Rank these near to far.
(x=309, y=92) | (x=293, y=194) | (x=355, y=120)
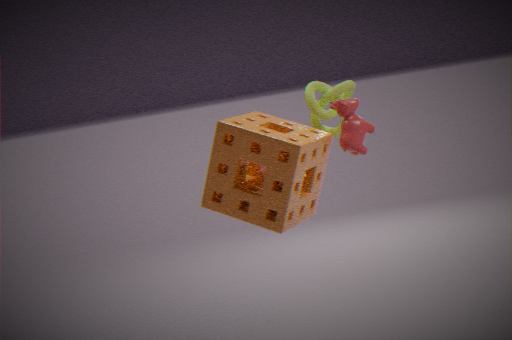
1. (x=293, y=194)
2. (x=355, y=120)
3. (x=309, y=92)
